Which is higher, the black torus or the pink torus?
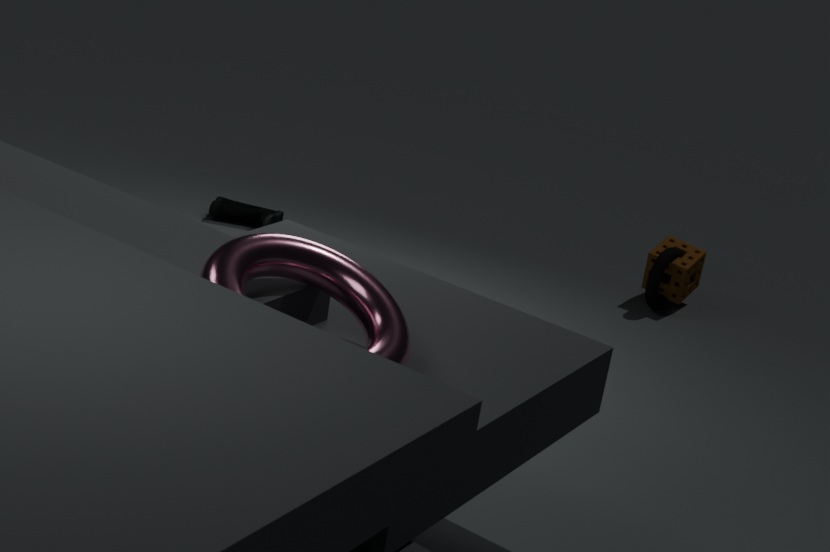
the pink torus
